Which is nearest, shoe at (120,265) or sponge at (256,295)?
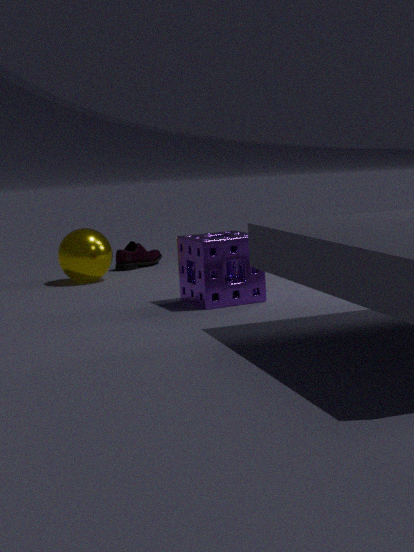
sponge at (256,295)
